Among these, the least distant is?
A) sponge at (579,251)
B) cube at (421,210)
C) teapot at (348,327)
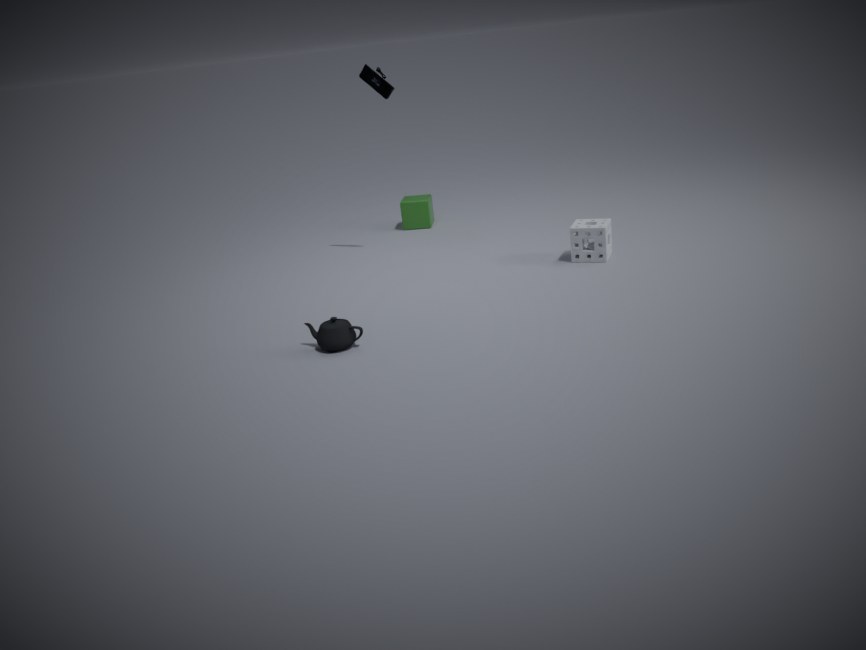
C. teapot at (348,327)
